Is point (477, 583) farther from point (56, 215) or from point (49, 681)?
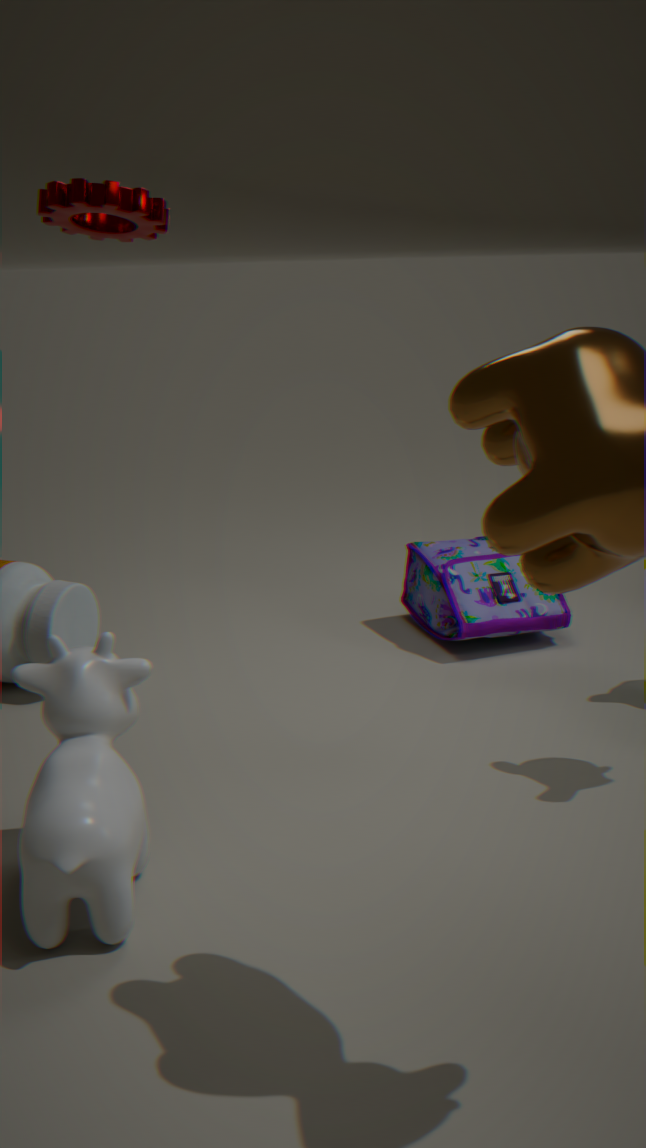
point (49, 681)
